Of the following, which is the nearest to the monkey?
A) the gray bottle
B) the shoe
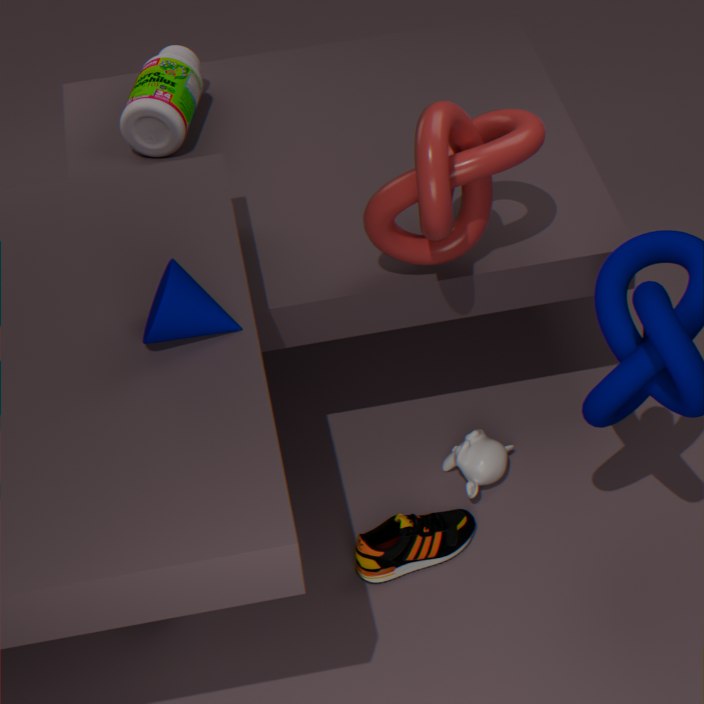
the shoe
